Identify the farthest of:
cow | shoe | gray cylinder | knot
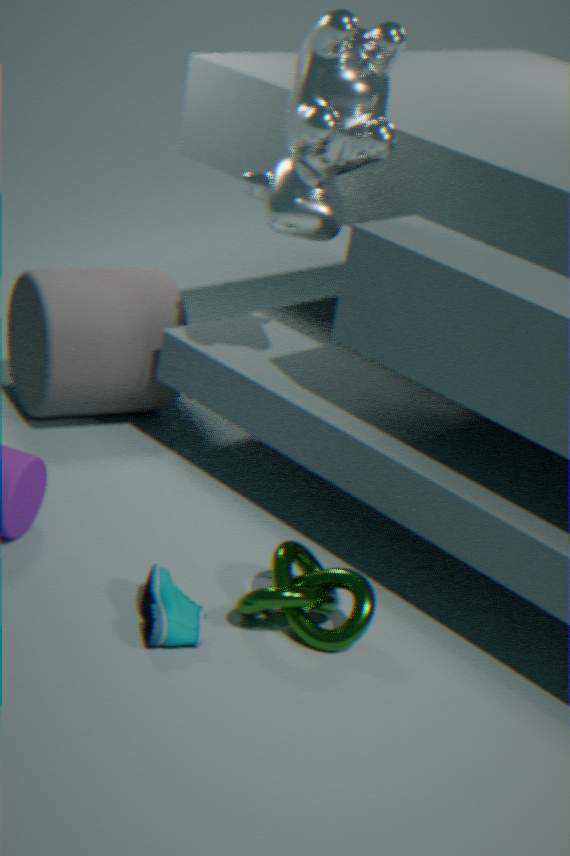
gray cylinder
